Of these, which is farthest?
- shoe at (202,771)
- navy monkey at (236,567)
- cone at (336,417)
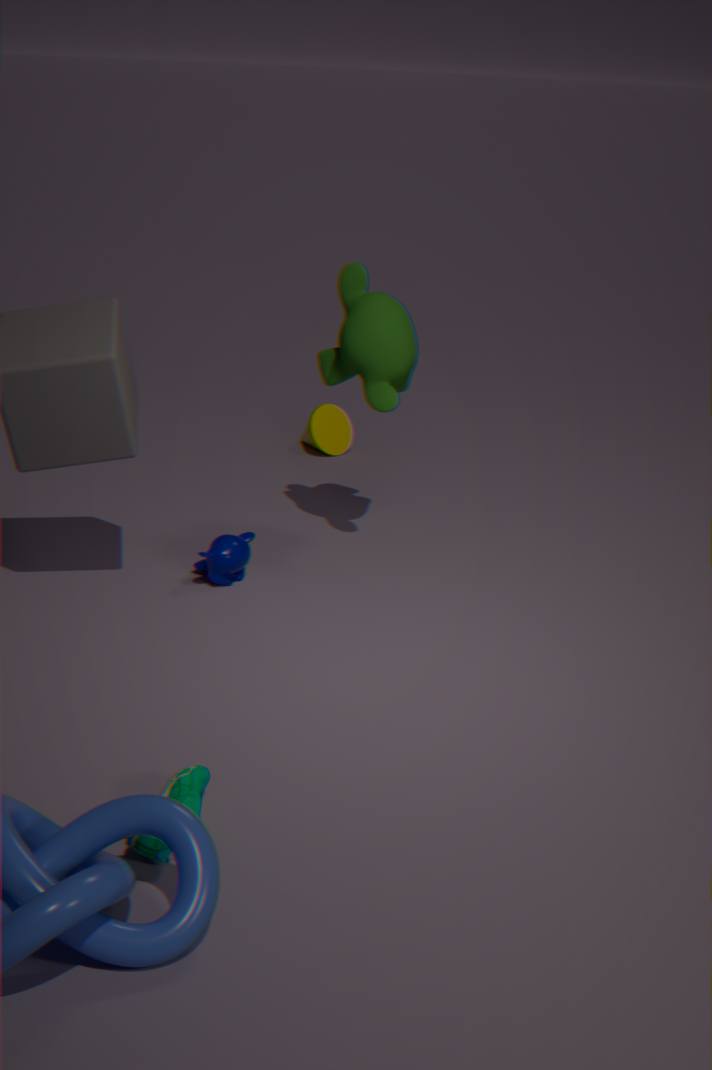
cone at (336,417)
